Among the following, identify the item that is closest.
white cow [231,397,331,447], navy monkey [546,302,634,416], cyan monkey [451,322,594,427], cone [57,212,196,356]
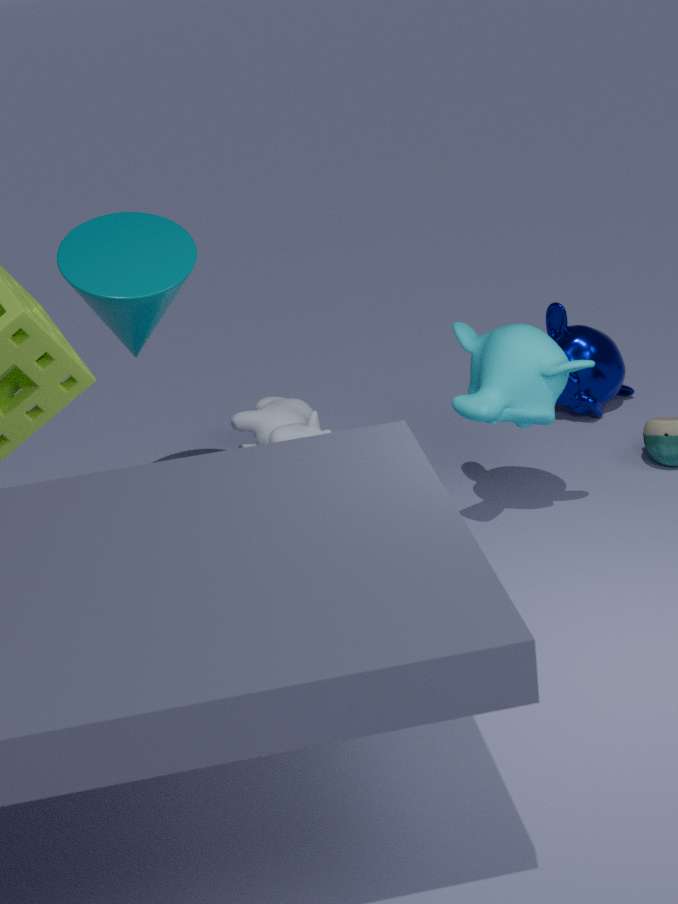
cyan monkey [451,322,594,427]
